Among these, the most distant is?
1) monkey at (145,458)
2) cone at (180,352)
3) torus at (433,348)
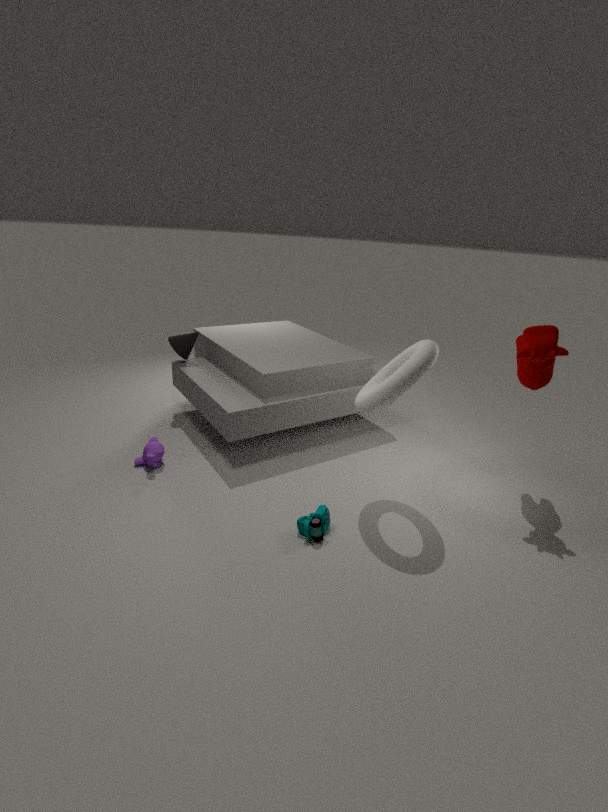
2. cone at (180,352)
